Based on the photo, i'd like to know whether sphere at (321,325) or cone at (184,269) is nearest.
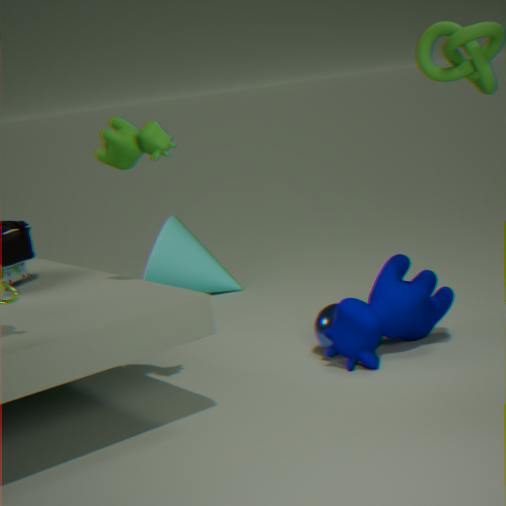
sphere at (321,325)
